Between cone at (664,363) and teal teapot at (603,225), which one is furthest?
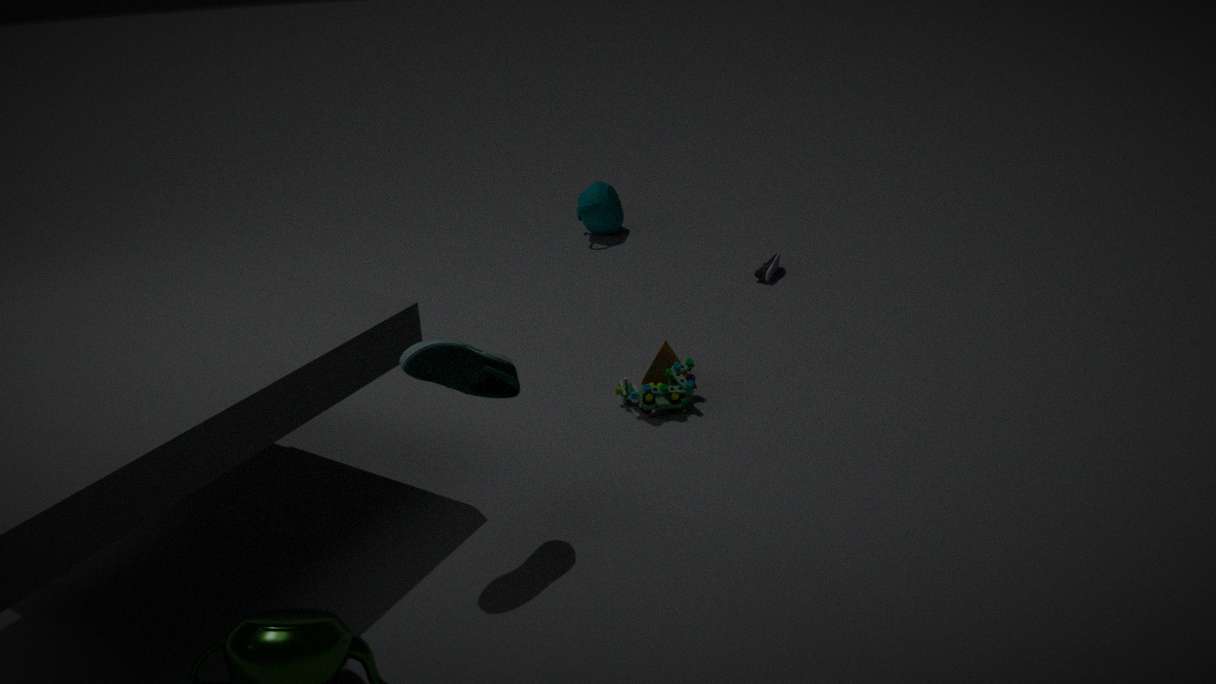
teal teapot at (603,225)
